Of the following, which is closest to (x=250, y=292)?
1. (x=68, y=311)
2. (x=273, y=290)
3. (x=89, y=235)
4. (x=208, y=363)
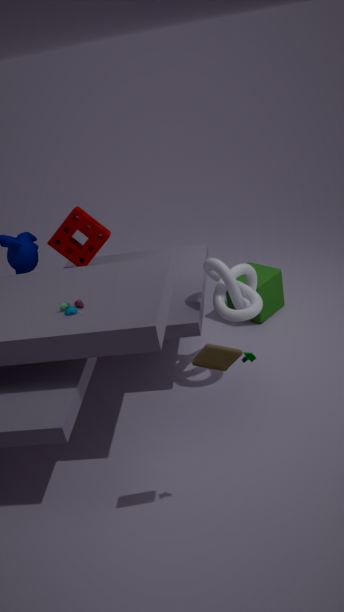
(x=273, y=290)
